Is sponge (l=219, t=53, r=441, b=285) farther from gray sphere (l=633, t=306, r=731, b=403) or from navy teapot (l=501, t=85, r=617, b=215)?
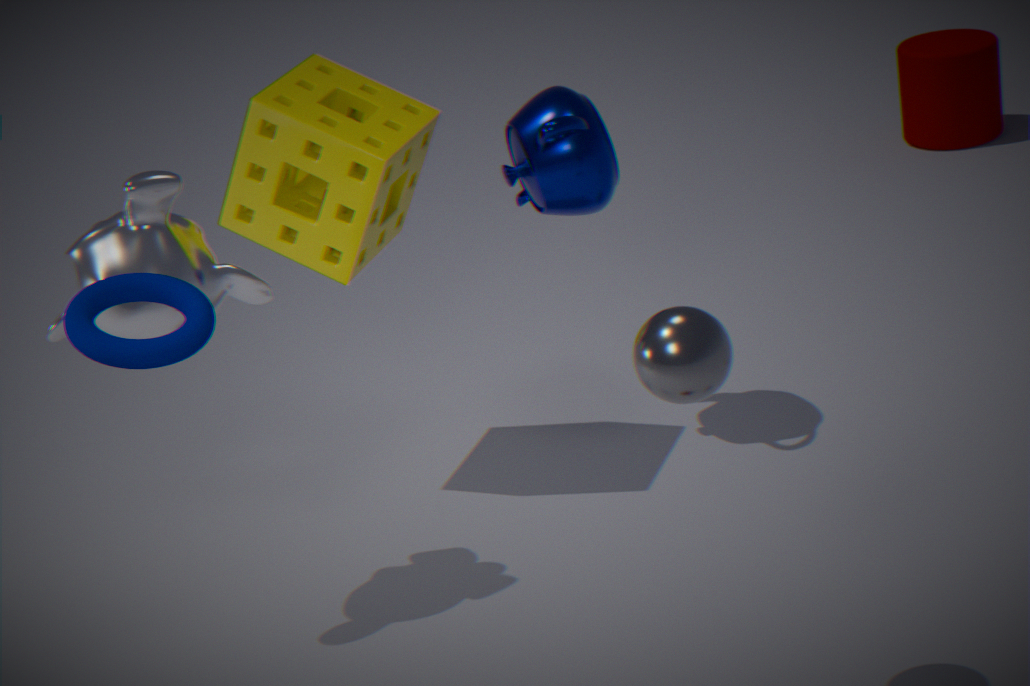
gray sphere (l=633, t=306, r=731, b=403)
